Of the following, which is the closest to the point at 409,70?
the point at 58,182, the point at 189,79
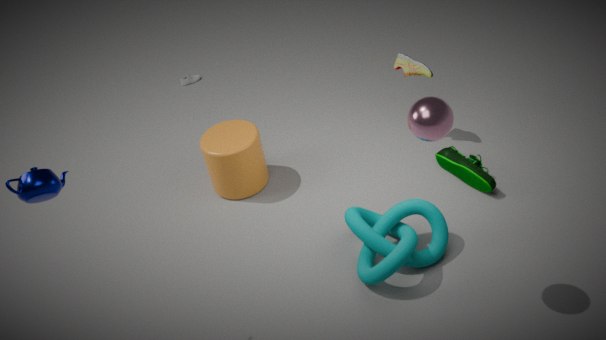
the point at 189,79
